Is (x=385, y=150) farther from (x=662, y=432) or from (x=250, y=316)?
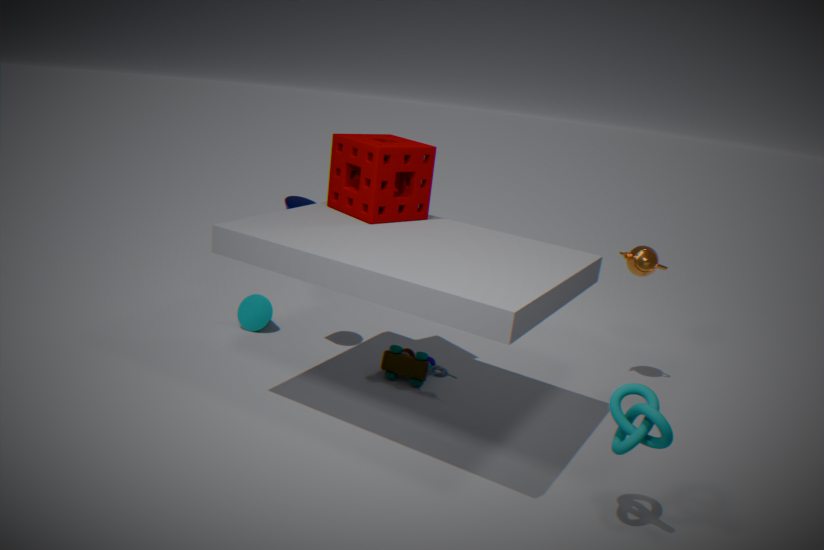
(x=662, y=432)
